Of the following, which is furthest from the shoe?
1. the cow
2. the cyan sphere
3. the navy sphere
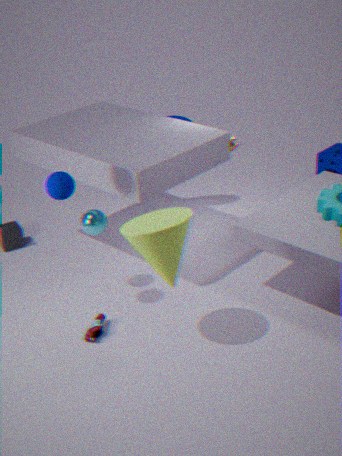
the cow
